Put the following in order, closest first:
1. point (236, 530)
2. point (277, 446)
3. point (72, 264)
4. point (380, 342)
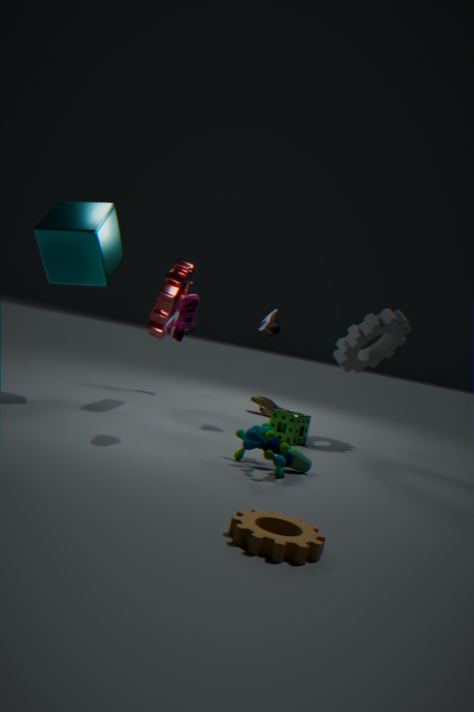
point (236, 530), point (277, 446), point (72, 264), point (380, 342)
